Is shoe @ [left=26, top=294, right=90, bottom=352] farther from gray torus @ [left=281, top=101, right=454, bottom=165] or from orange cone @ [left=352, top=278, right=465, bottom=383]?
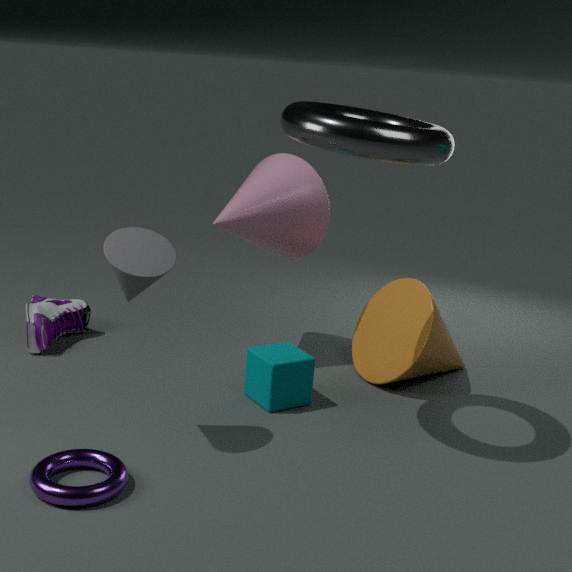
gray torus @ [left=281, top=101, right=454, bottom=165]
